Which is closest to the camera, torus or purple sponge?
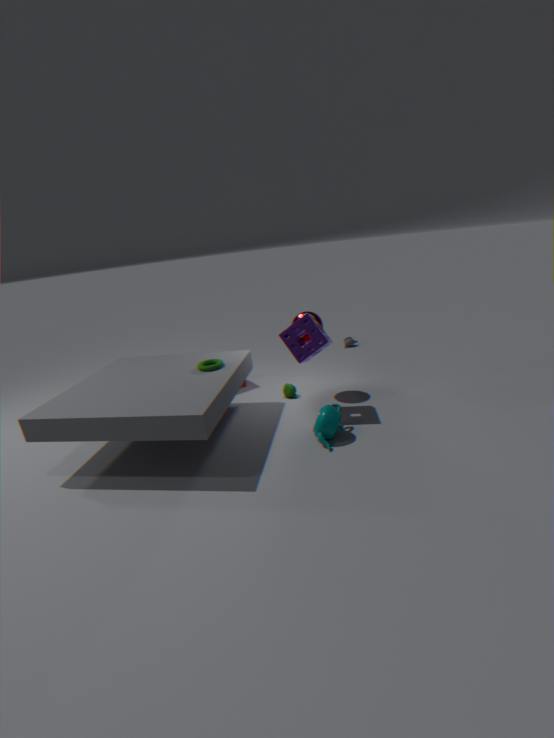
purple sponge
